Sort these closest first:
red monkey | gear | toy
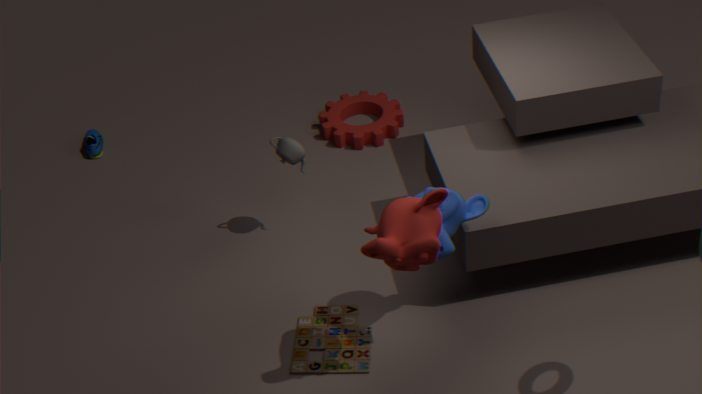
red monkey → toy → gear
